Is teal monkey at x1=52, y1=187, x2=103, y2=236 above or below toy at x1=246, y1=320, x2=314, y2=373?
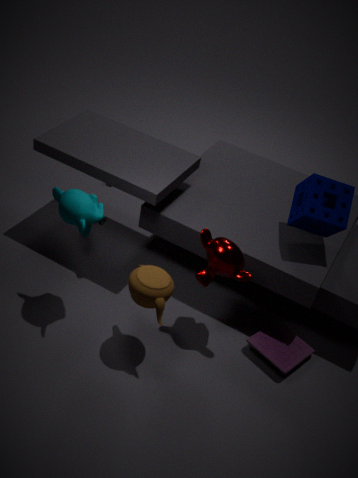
above
